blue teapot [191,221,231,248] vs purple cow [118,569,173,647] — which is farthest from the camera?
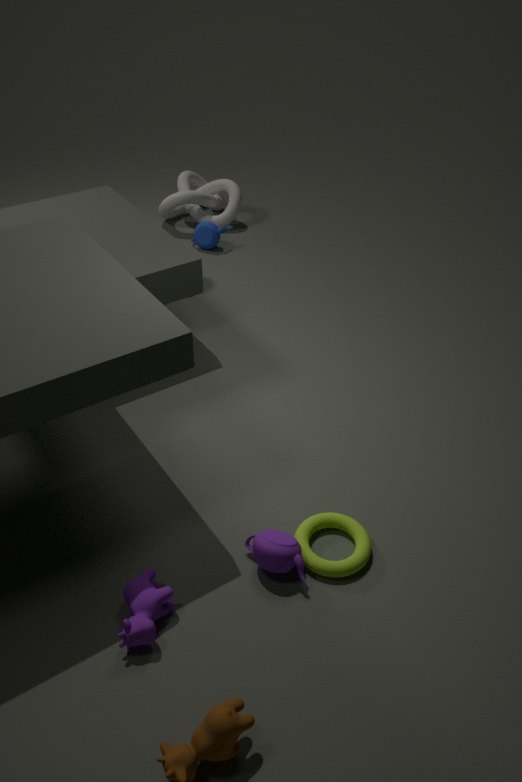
blue teapot [191,221,231,248]
